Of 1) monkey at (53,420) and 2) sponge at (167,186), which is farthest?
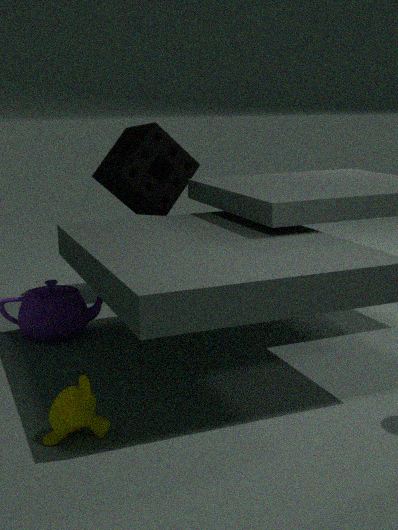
2. sponge at (167,186)
